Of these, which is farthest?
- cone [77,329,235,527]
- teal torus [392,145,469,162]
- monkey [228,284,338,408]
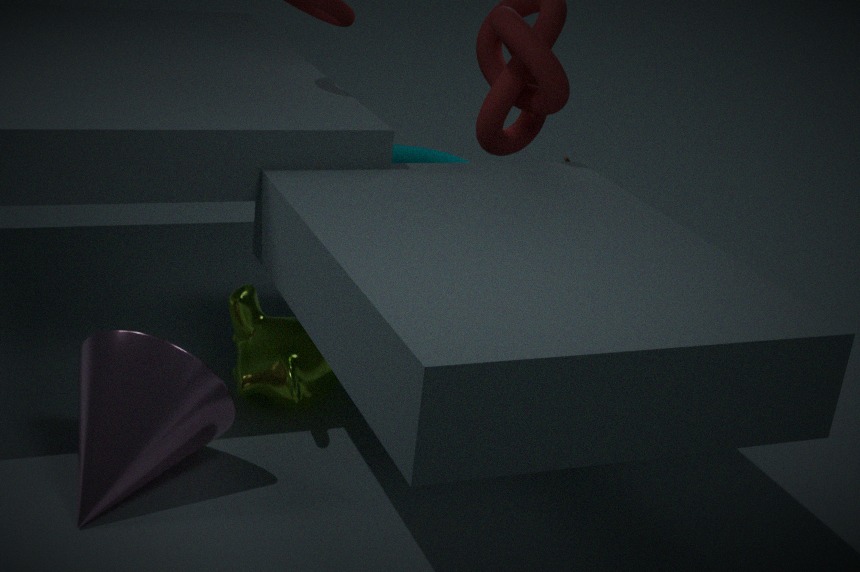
teal torus [392,145,469,162]
